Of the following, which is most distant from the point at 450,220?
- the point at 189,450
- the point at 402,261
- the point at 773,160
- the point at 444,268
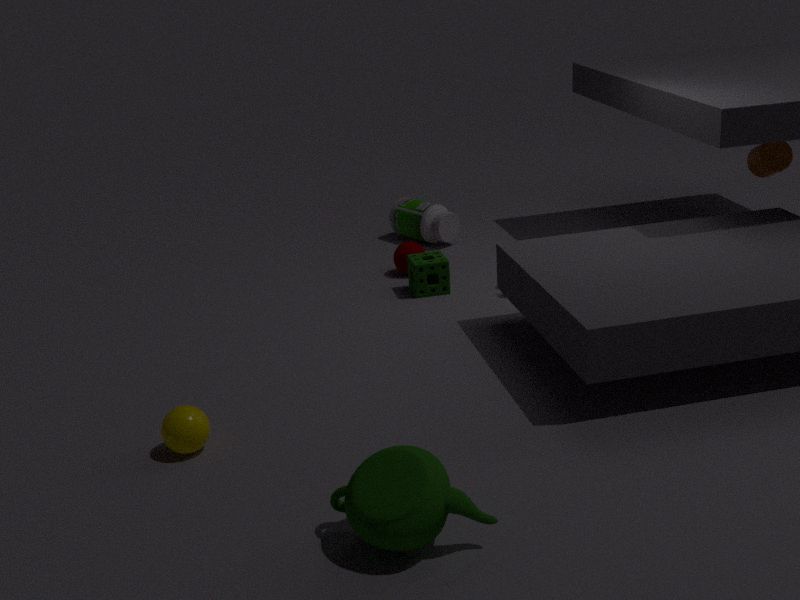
the point at 189,450
